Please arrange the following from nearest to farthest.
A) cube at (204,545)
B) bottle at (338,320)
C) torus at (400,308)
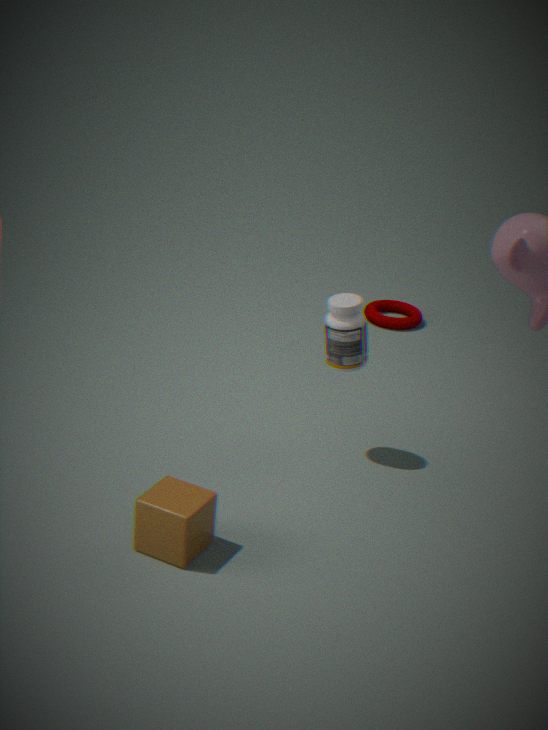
cube at (204,545) < bottle at (338,320) < torus at (400,308)
